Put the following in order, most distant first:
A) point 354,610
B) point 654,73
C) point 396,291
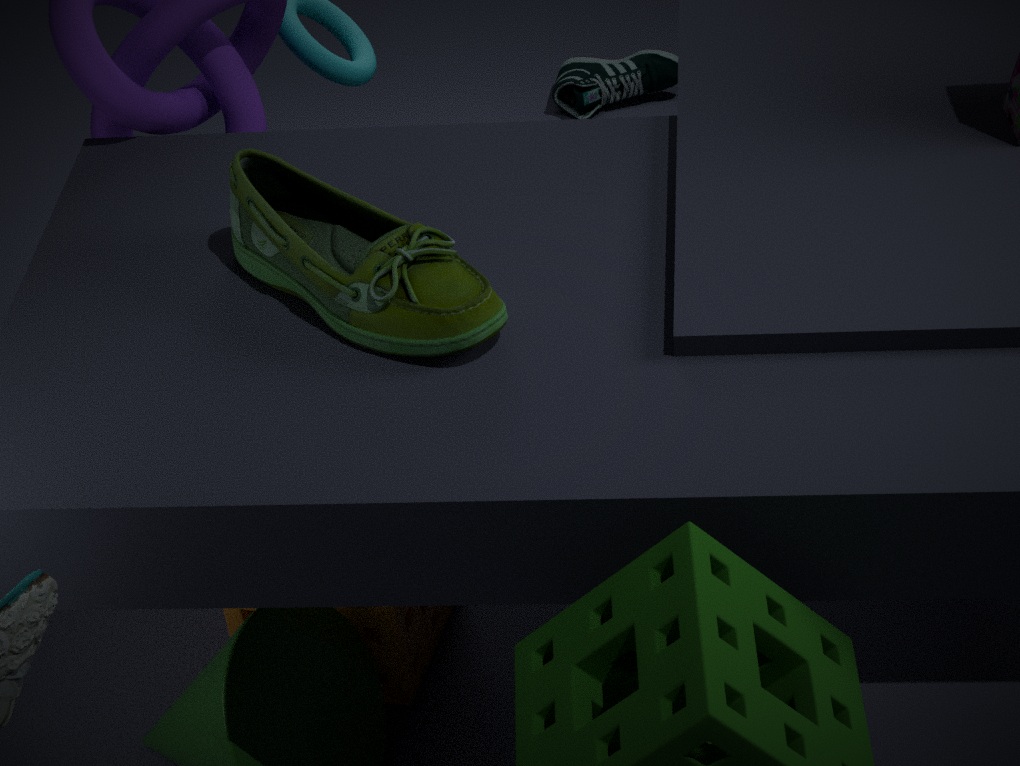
Result: point 654,73
point 354,610
point 396,291
